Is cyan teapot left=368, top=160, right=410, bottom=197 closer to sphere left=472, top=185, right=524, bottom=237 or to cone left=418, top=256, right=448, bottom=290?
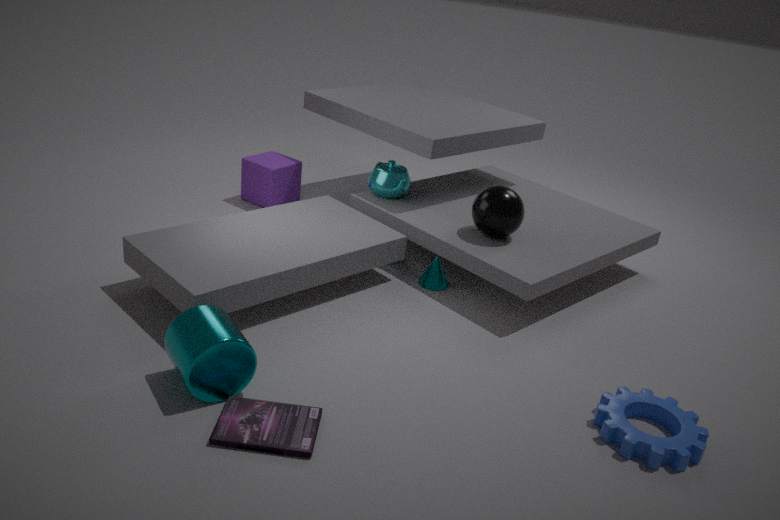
sphere left=472, top=185, right=524, bottom=237
